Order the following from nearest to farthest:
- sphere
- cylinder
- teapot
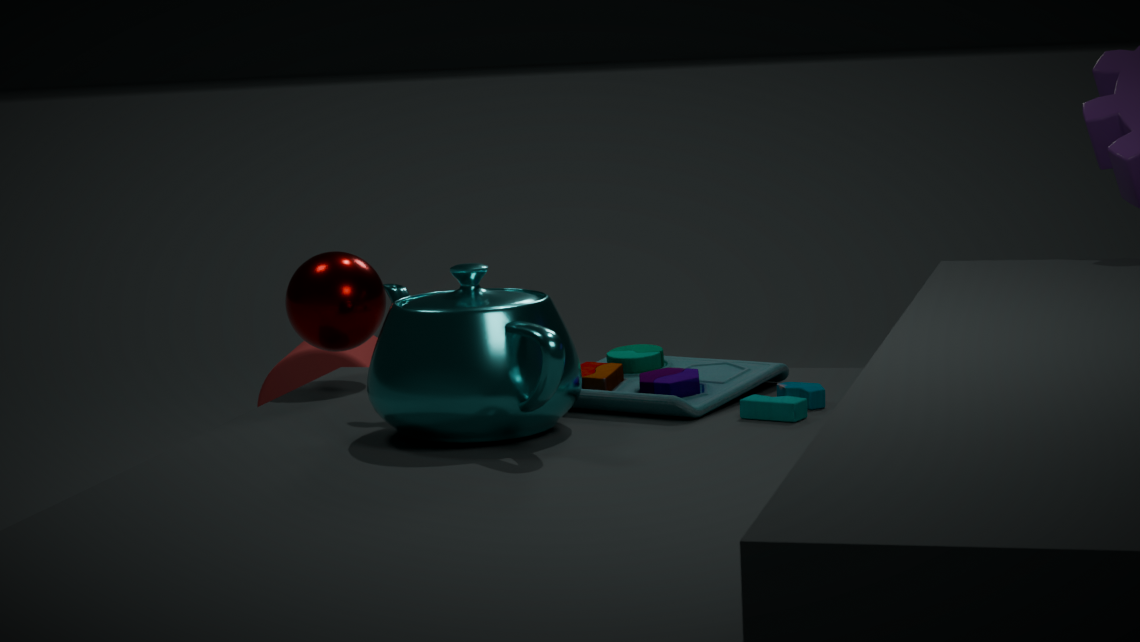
1. teapot
2. sphere
3. cylinder
